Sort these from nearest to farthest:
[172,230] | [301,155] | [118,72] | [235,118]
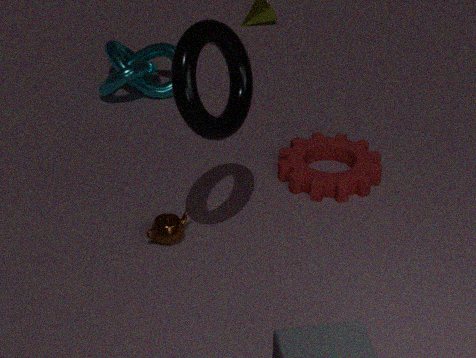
[235,118], [172,230], [301,155], [118,72]
